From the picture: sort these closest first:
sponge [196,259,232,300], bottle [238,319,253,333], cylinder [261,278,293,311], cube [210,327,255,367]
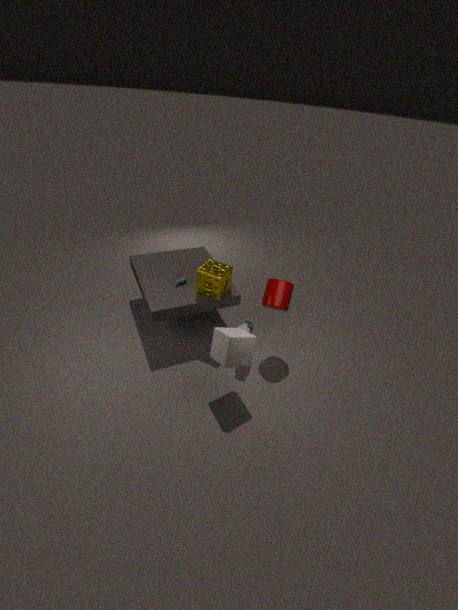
1. cube [210,327,255,367]
2. cylinder [261,278,293,311]
3. bottle [238,319,253,333]
4. sponge [196,259,232,300]
